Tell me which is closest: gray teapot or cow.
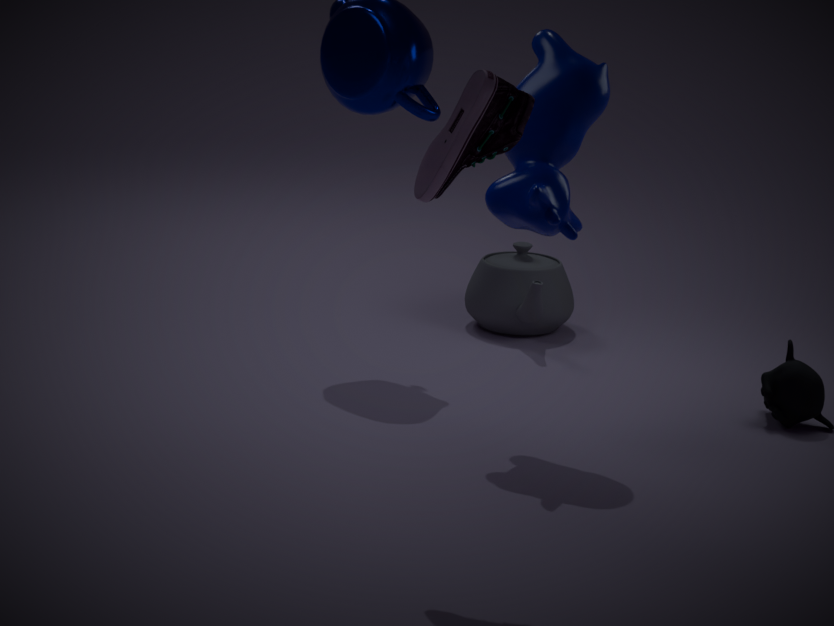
cow
